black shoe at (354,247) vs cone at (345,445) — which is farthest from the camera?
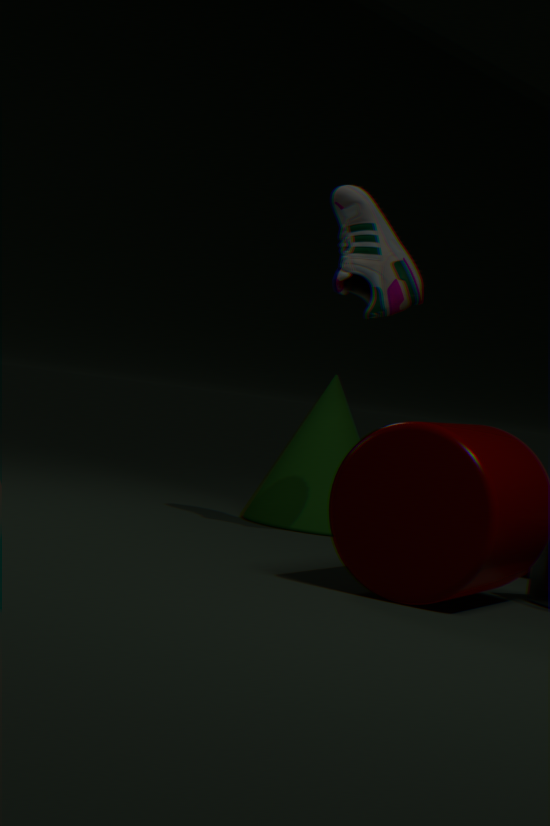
cone at (345,445)
